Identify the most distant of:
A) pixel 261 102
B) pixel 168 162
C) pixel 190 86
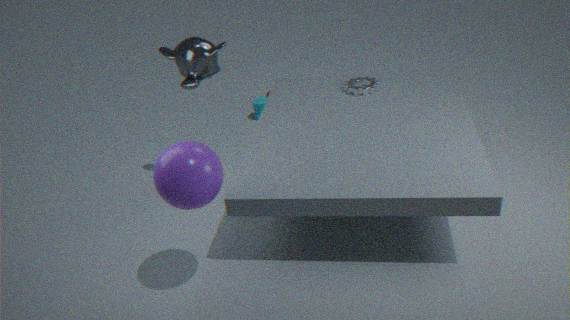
pixel 261 102
